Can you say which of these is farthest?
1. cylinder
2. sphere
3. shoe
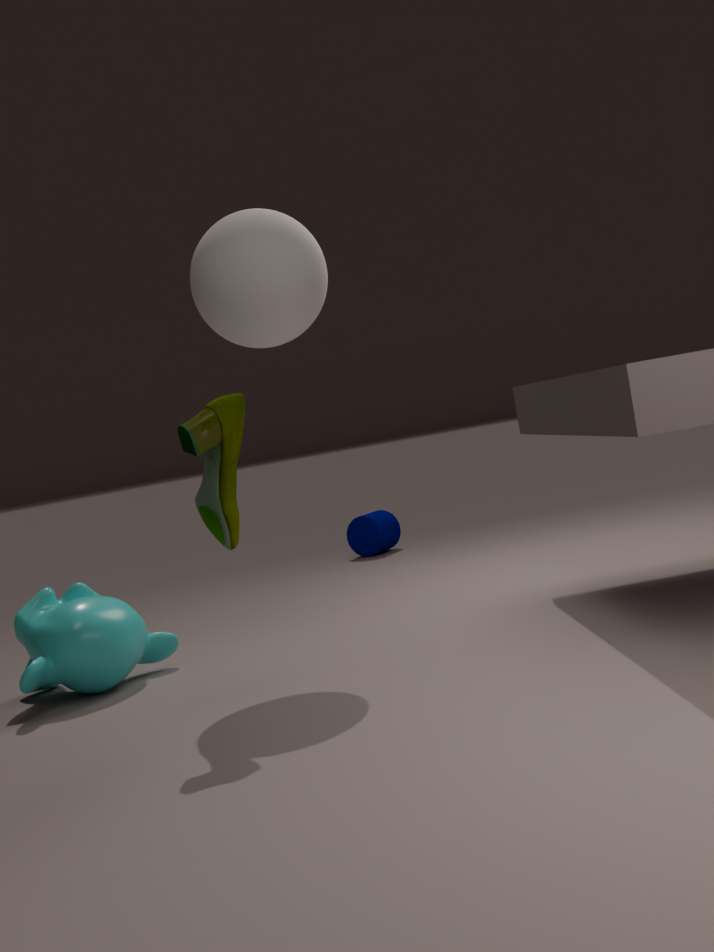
cylinder
